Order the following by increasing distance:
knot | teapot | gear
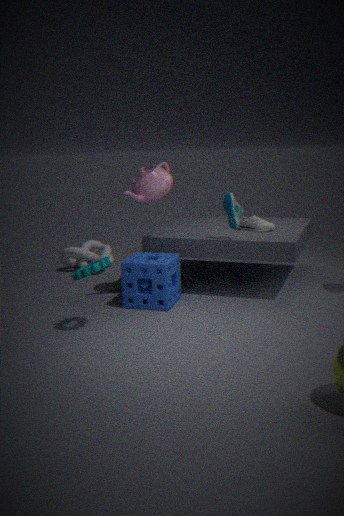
gear → teapot → knot
